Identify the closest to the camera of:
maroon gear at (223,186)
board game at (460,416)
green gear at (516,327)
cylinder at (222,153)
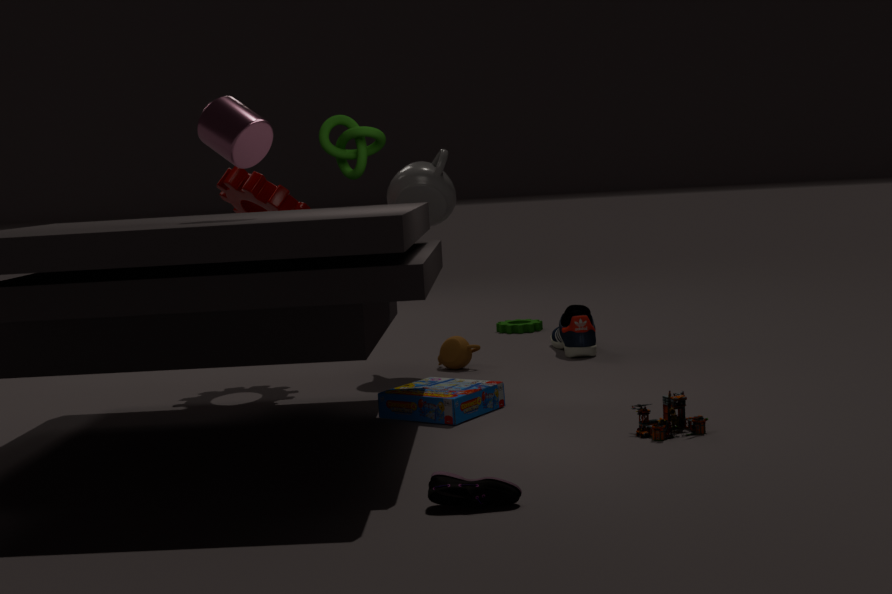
cylinder at (222,153)
